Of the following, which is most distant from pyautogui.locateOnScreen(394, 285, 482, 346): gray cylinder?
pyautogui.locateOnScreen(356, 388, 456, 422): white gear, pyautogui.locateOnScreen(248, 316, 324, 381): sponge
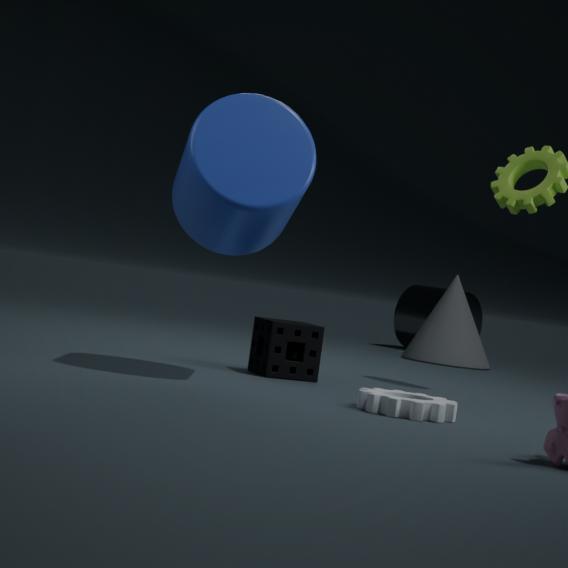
pyautogui.locateOnScreen(356, 388, 456, 422): white gear
